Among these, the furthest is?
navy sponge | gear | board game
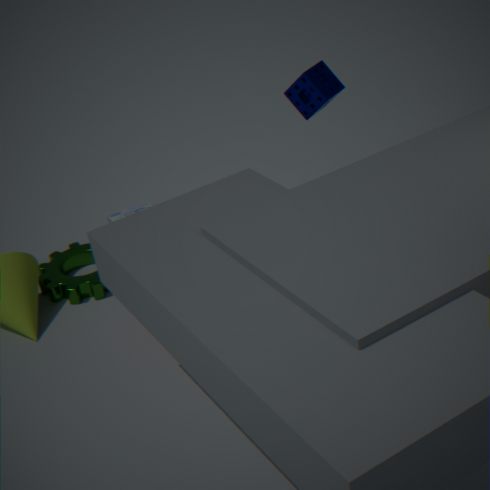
board game
